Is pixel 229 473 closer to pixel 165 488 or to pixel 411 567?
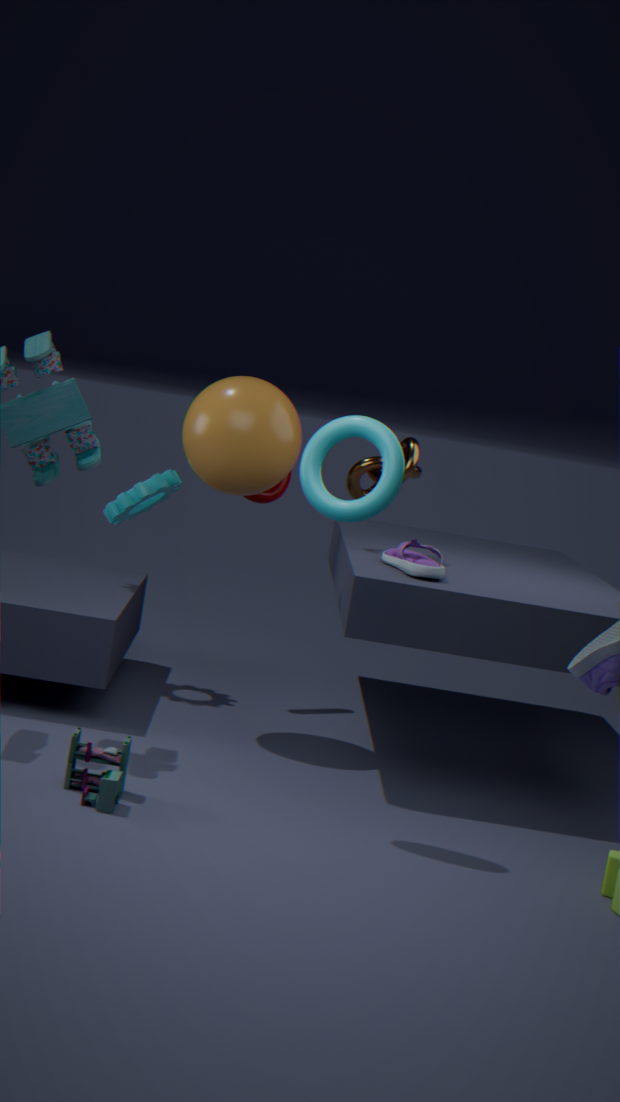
pixel 165 488
